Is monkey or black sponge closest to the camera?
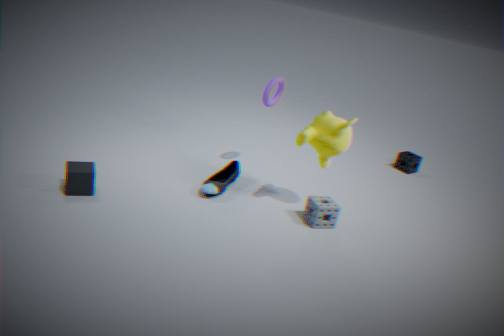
monkey
